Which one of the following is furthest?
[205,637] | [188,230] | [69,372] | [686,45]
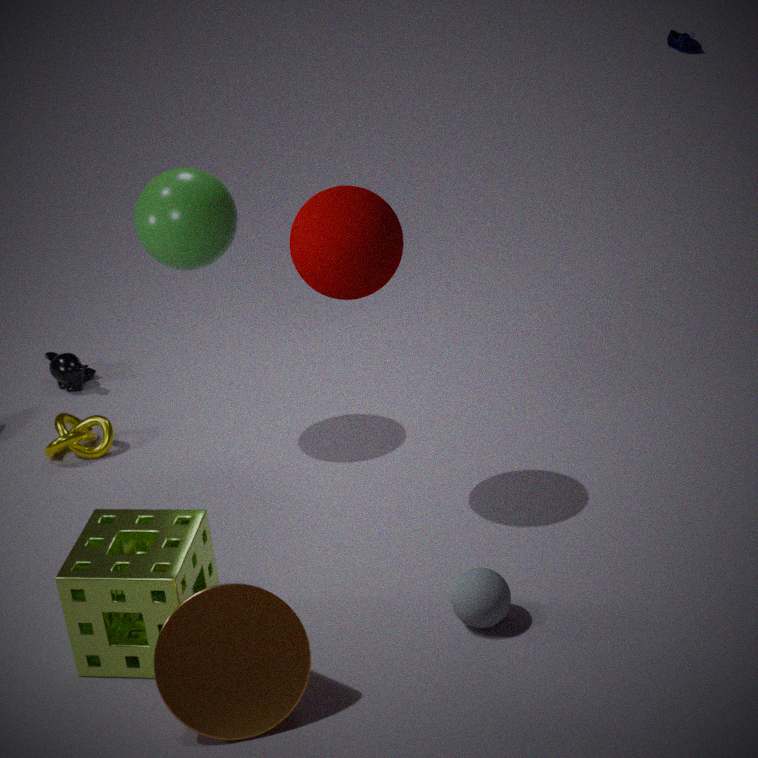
[686,45]
